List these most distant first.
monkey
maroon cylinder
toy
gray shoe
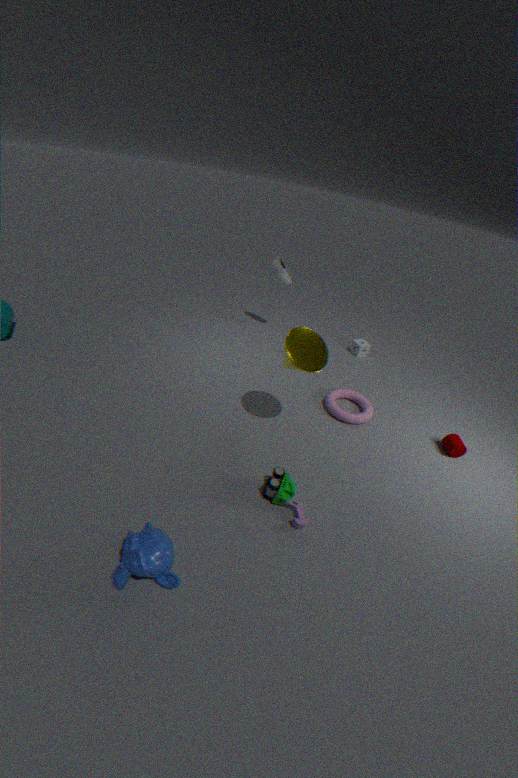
gray shoe → maroon cylinder → toy → monkey
